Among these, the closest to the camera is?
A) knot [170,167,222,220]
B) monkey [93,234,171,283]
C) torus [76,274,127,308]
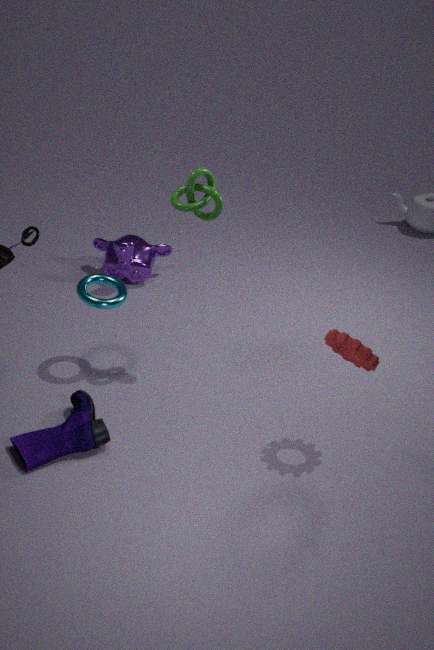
knot [170,167,222,220]
